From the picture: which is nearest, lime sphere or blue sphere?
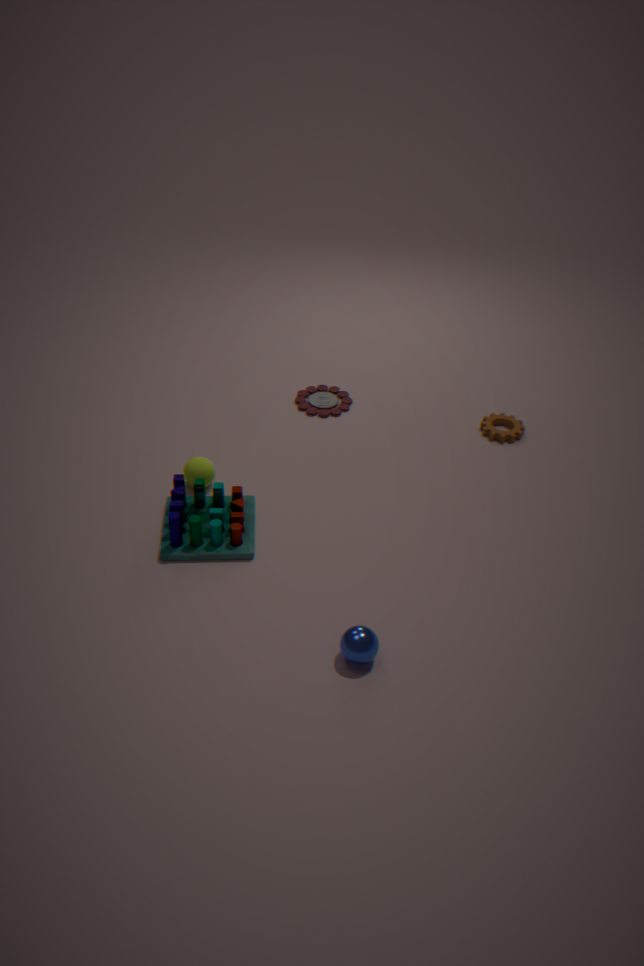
blue sphere
